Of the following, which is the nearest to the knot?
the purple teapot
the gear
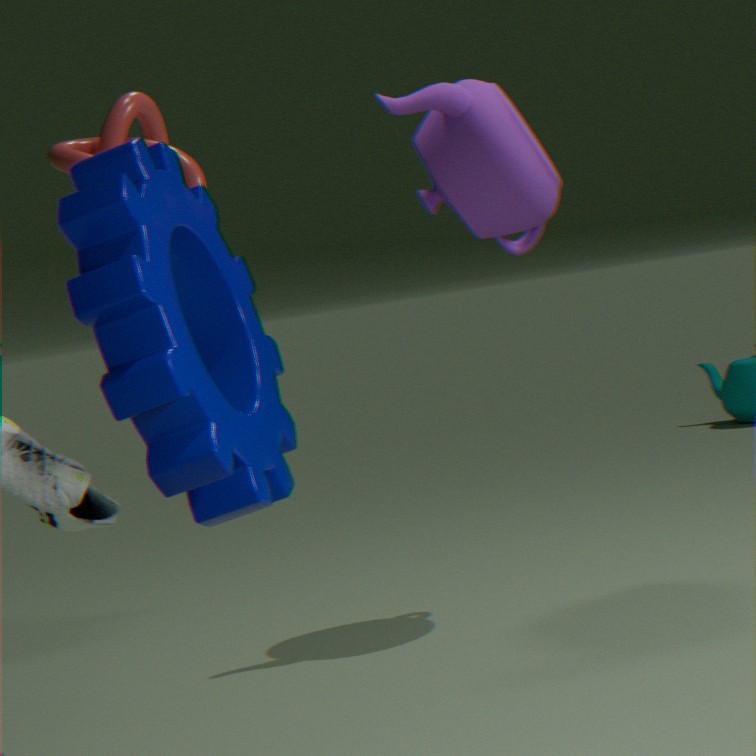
the gear
